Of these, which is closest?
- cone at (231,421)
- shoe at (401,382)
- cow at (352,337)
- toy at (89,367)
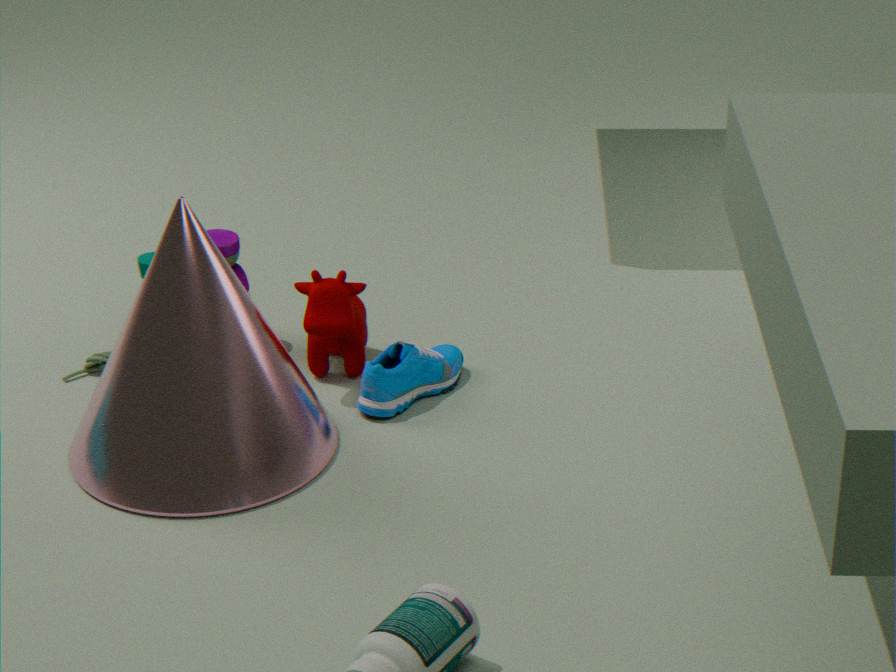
cone at (231,421)
